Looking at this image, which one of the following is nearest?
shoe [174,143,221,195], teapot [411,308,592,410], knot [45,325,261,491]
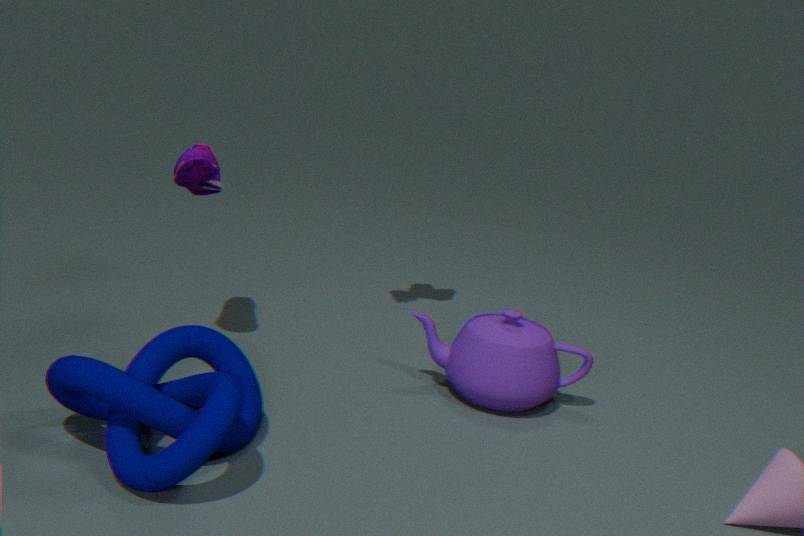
knot [45,325,261,491]
